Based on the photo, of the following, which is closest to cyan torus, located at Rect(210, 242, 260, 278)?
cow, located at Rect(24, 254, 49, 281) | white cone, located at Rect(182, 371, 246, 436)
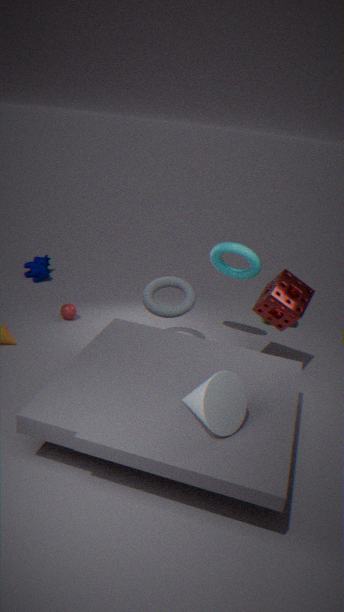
white cone, located at Rect(182, 371, 246, 436)
